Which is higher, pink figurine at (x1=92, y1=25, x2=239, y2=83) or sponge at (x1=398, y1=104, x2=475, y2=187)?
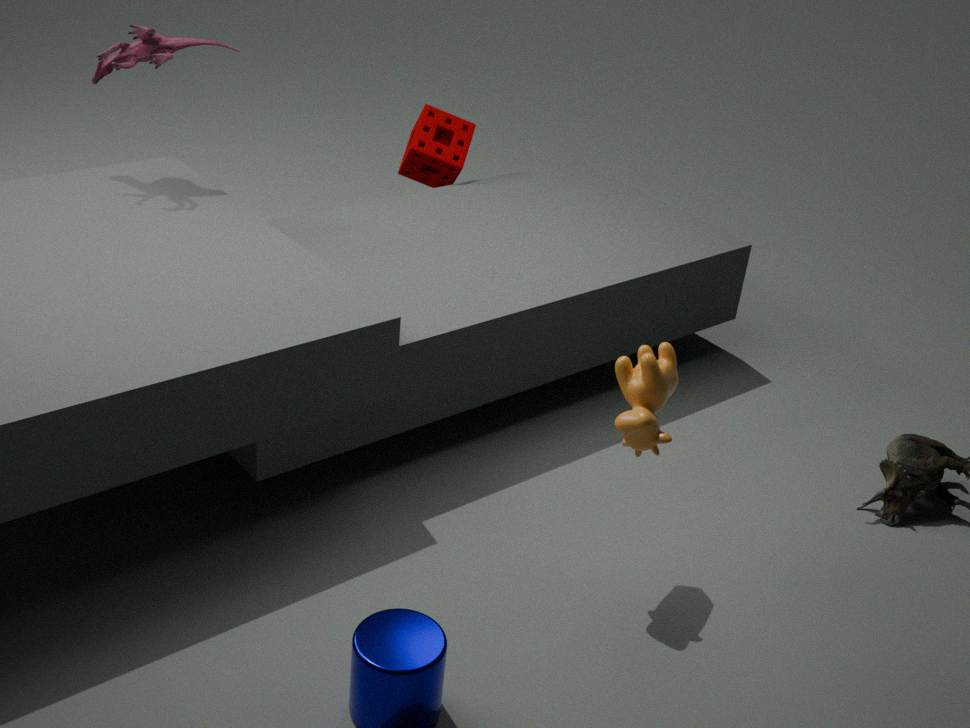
pink figurine at (x1=92, y1=25, x2=239, y2=83)
